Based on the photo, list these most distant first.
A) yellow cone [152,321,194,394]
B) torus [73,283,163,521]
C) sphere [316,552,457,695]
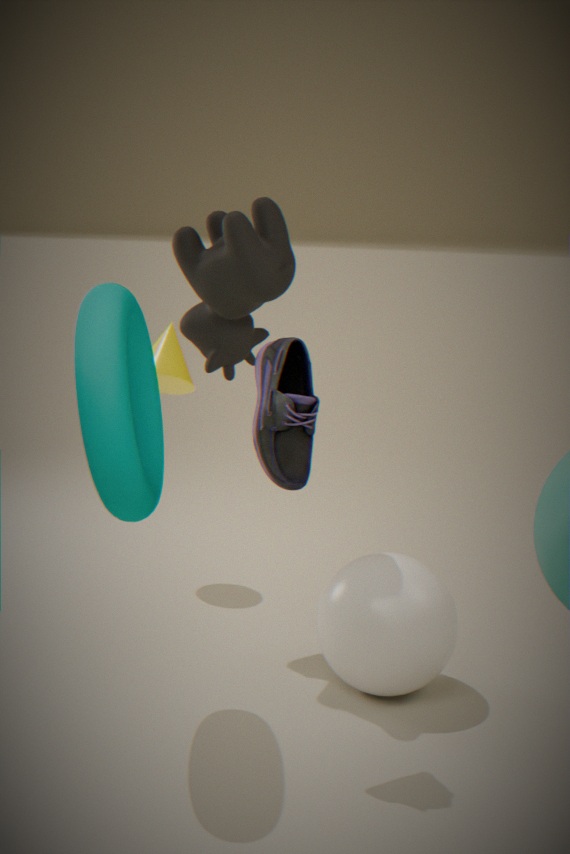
yellow cone [152,321,194,394]
sphere [316,552,457,695]
torus [73,283,163,521]
